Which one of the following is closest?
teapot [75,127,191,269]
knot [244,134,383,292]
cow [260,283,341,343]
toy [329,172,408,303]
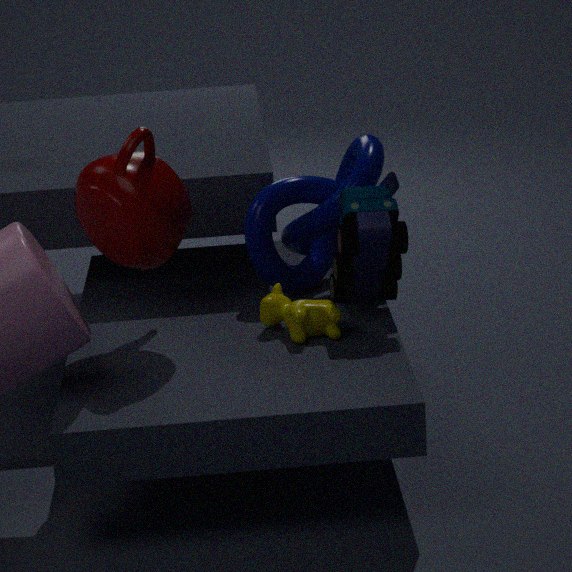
teapot [75,127,191,269]
